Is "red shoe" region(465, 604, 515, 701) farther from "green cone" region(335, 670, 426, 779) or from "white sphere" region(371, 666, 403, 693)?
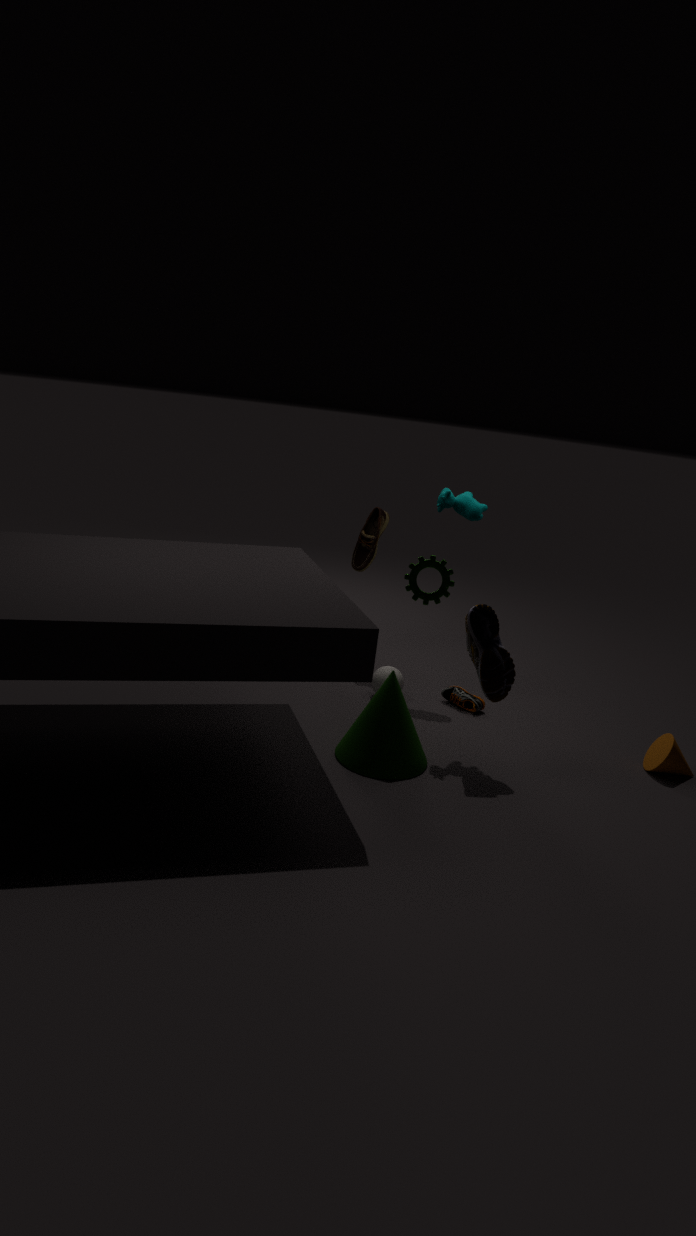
"white sphere" region(371, 666, 403, 693)
